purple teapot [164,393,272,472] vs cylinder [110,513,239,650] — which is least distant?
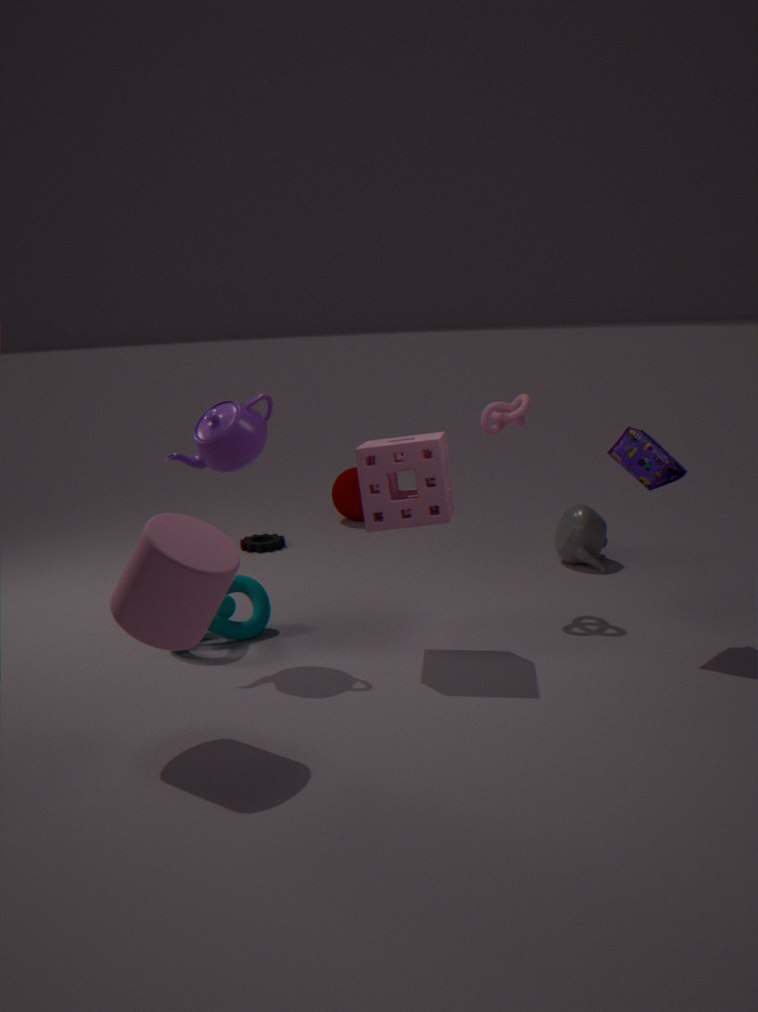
cylinder [110,513,239,650]
